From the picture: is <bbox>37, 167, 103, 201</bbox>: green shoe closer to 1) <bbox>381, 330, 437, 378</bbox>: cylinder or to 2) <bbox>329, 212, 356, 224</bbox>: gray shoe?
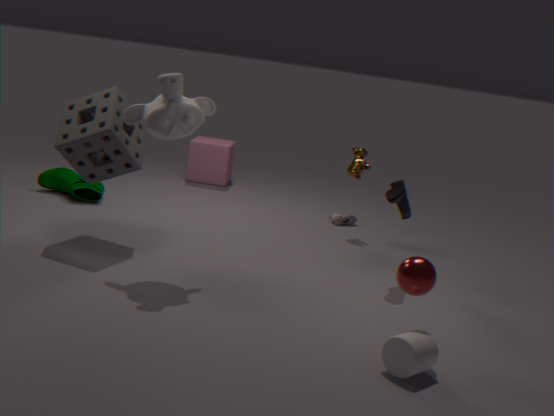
2) <bbox>329, 212, 356, 224</bbox>: gray shoe
